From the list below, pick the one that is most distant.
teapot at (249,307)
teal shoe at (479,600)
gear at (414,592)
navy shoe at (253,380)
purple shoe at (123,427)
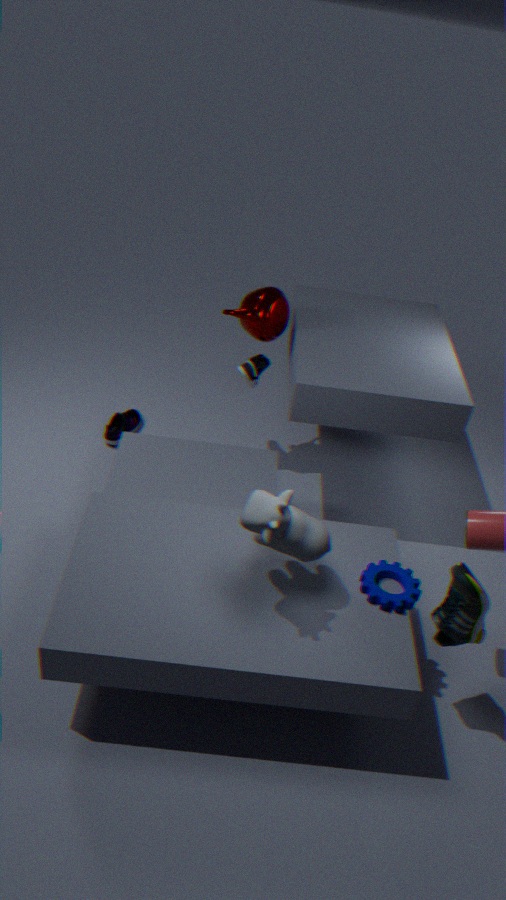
purple shoe at (123,427)
